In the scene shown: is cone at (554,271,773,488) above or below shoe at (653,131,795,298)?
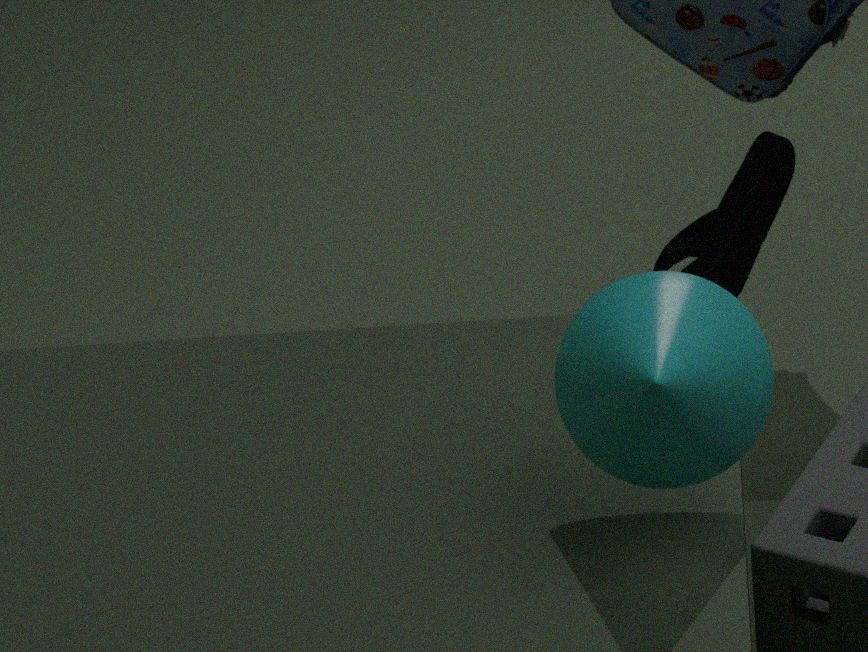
above
